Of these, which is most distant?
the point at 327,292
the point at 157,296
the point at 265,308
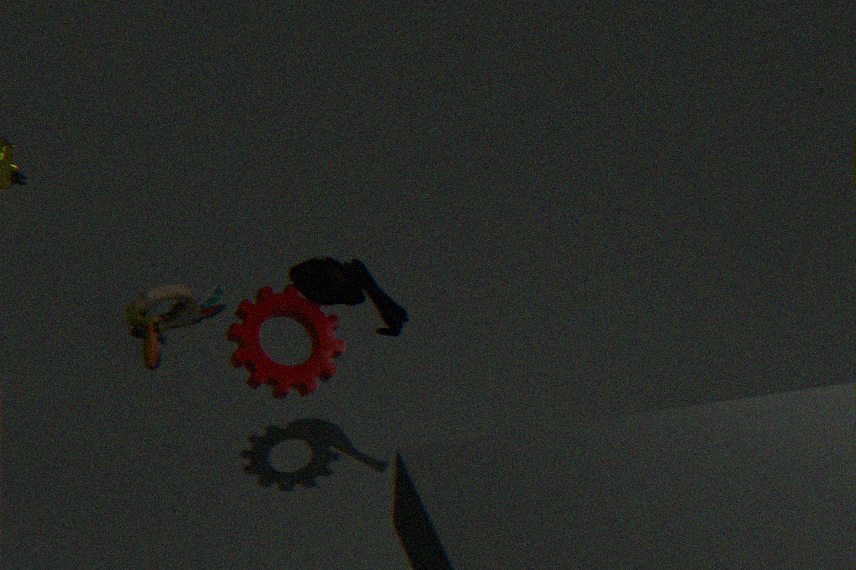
the point at 157,296
